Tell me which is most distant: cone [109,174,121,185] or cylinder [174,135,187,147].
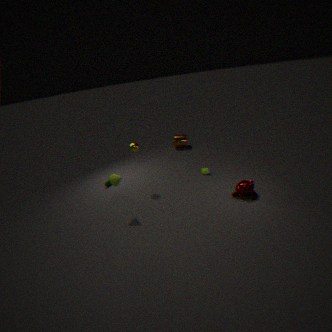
cylinder [174,135,187,147]
